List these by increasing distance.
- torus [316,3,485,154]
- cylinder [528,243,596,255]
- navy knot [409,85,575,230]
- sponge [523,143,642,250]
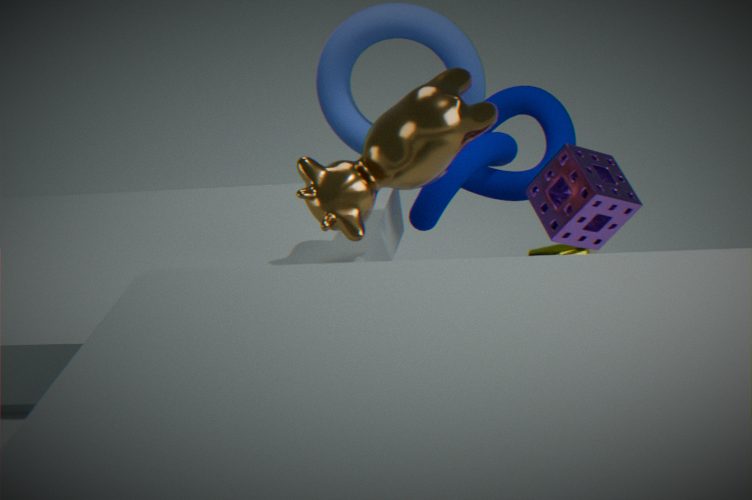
sponge [523,143,642,250], navy knot [409,85,575,230], cylinder [528,243,596,255], torus [316,3,485,154]
